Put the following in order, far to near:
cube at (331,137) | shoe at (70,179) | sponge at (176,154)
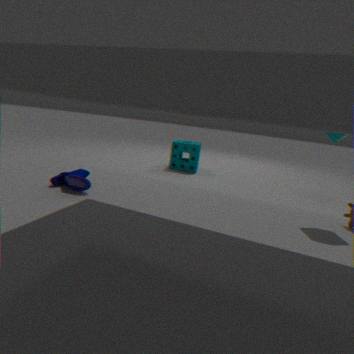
sponge at (176,154) < shoe at (70,179) < cube at (331,137)
